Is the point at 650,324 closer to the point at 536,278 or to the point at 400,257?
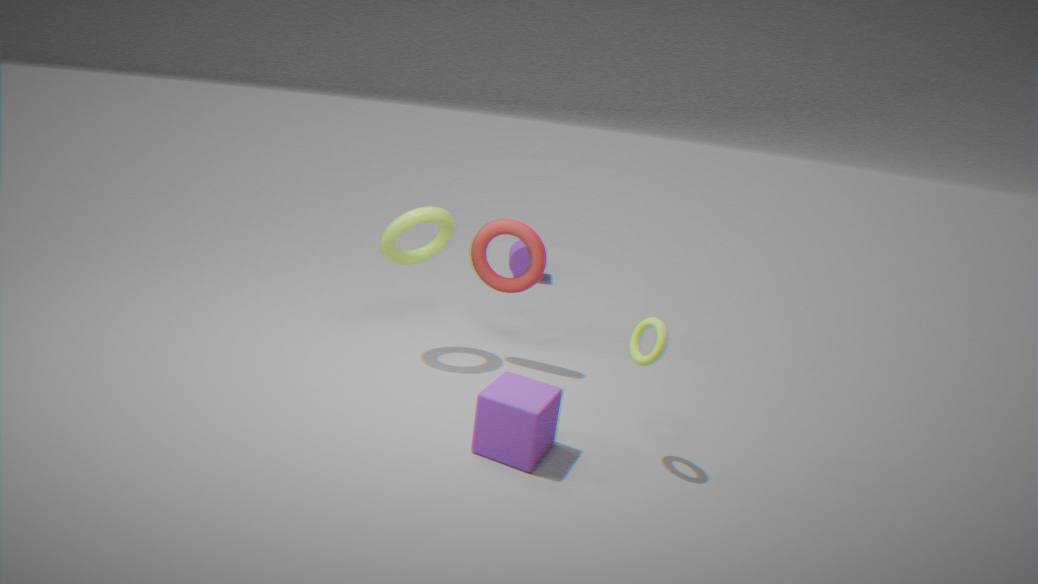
the point at 536,278
